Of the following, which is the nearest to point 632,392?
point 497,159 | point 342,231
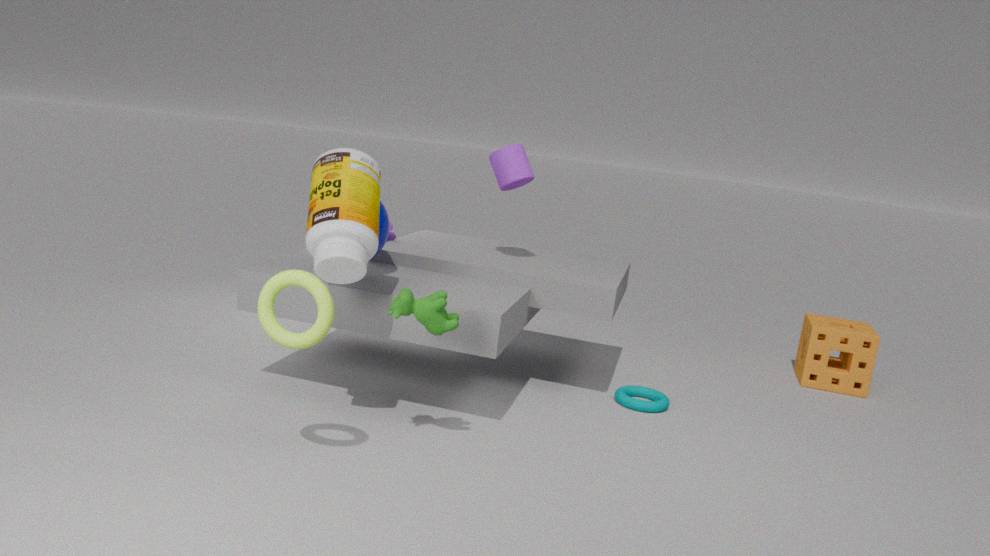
point 497,159
